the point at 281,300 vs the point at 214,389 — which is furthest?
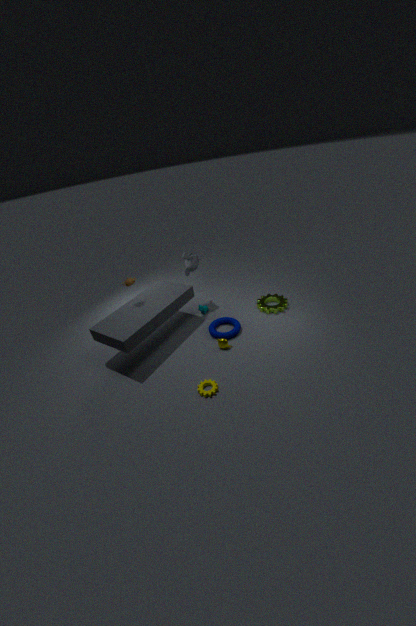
the point at 281,300
